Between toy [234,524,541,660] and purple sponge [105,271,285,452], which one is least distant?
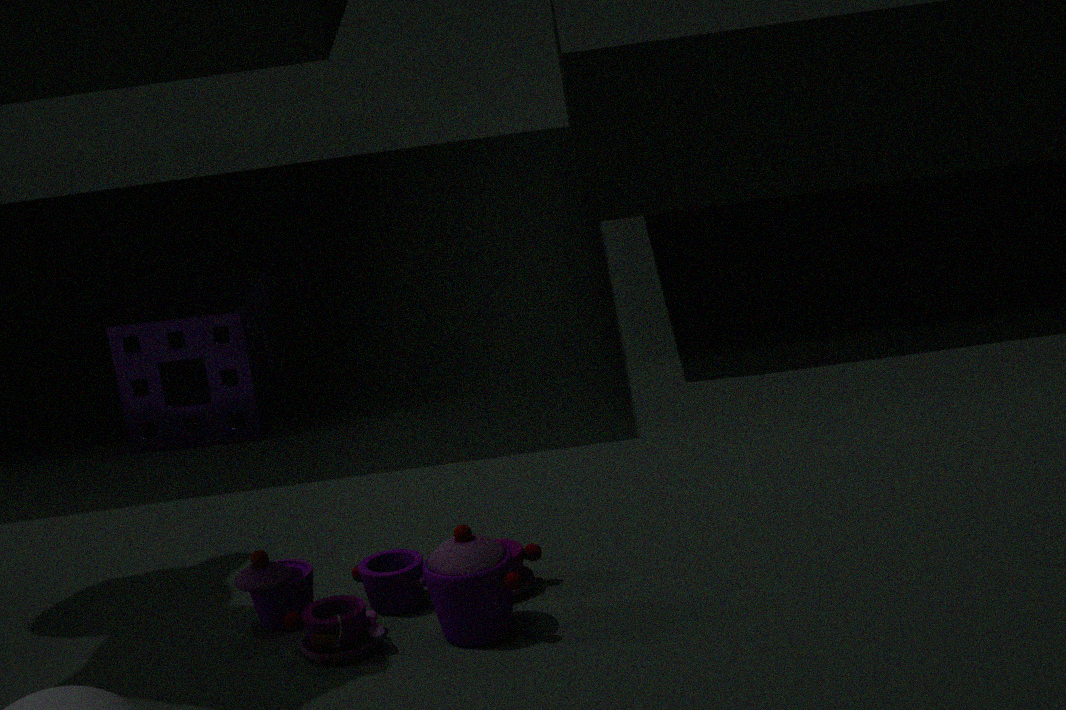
toy [234,524,541,660]
